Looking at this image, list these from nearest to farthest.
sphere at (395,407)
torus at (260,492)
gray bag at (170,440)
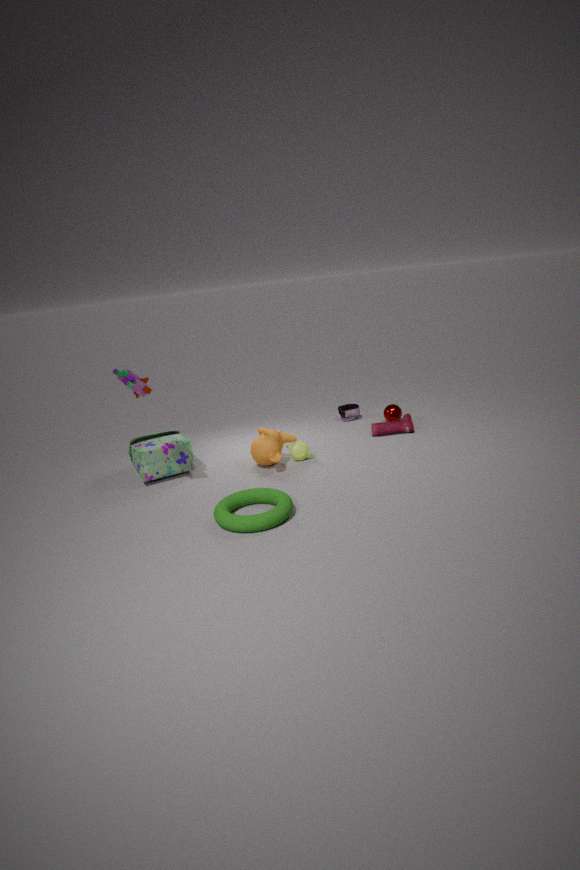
1. torus at (260,492)
2. gray bag at (170,440)
3. sphere at (395,407)
